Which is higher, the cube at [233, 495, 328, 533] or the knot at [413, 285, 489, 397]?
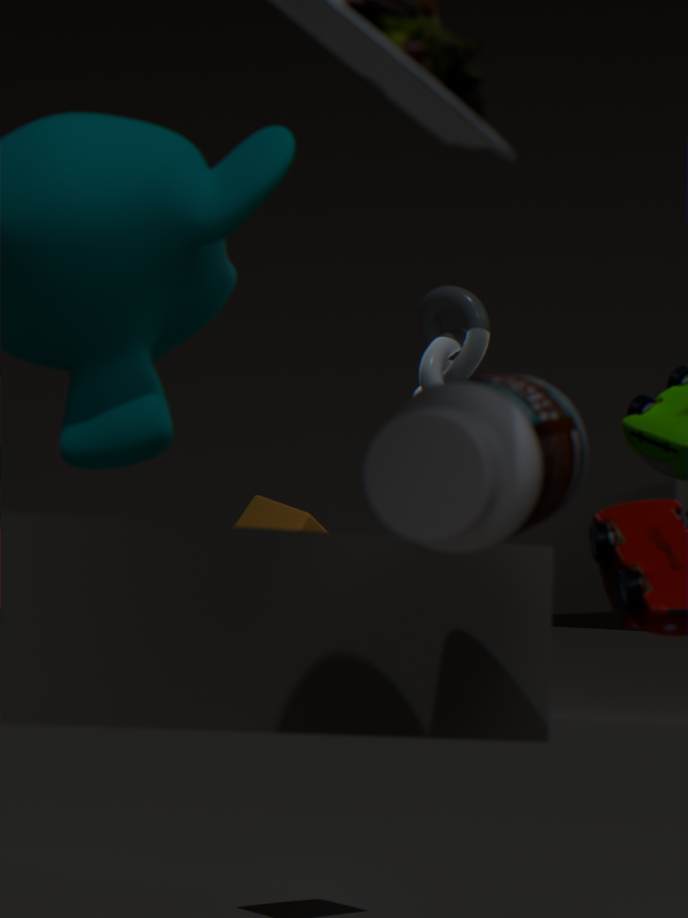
the knot at [413, 285, 489, 397]
